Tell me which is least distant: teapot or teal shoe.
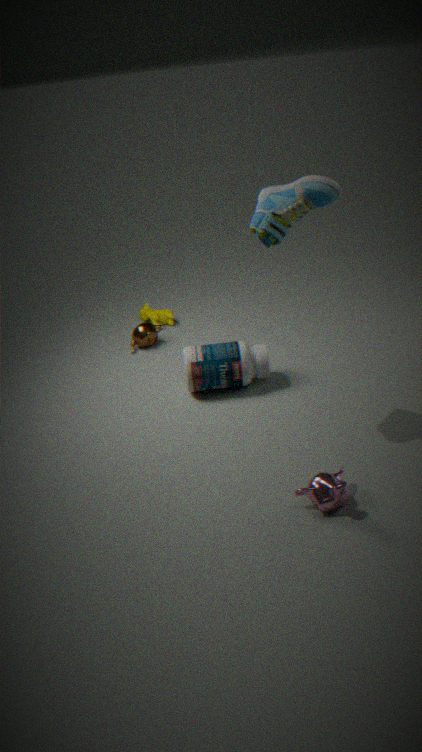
teal shoe
